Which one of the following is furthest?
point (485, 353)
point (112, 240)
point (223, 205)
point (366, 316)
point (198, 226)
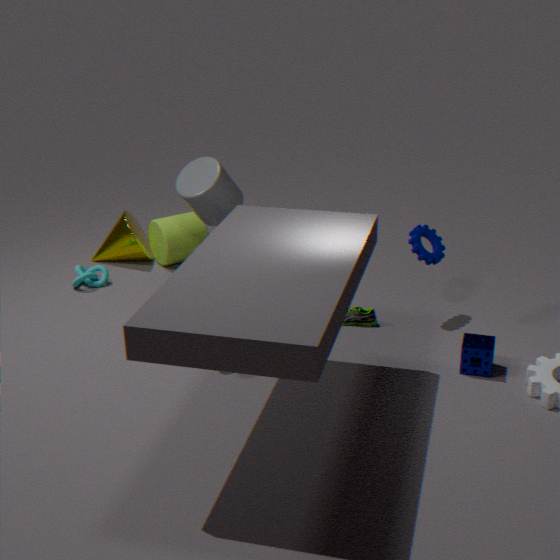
point (112, 240)
